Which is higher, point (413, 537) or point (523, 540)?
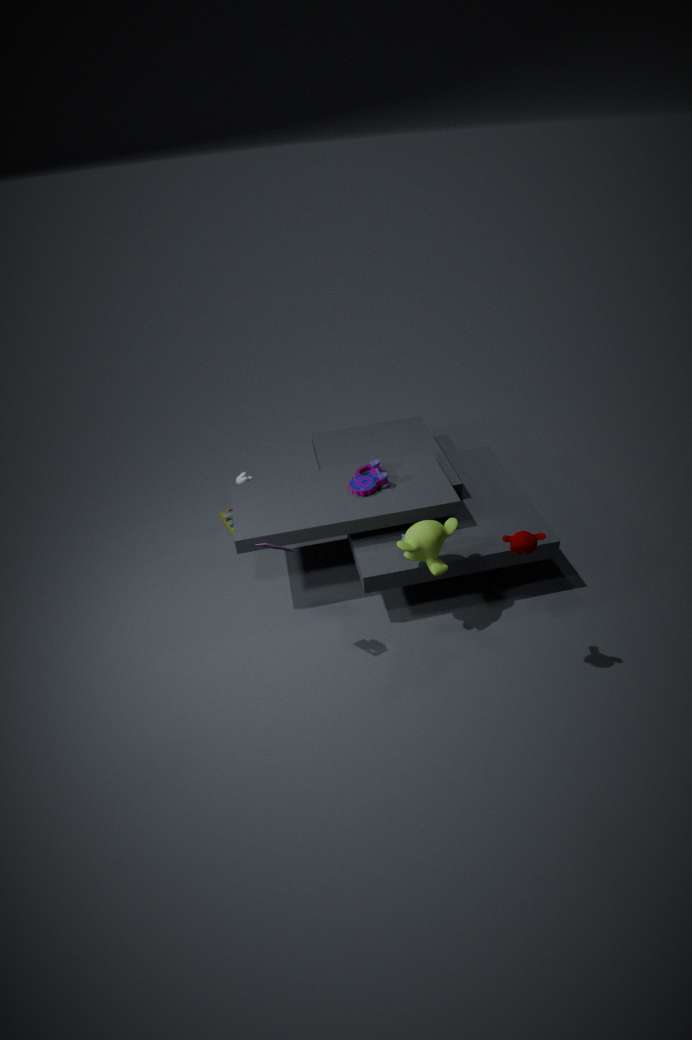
point (523, 540)
